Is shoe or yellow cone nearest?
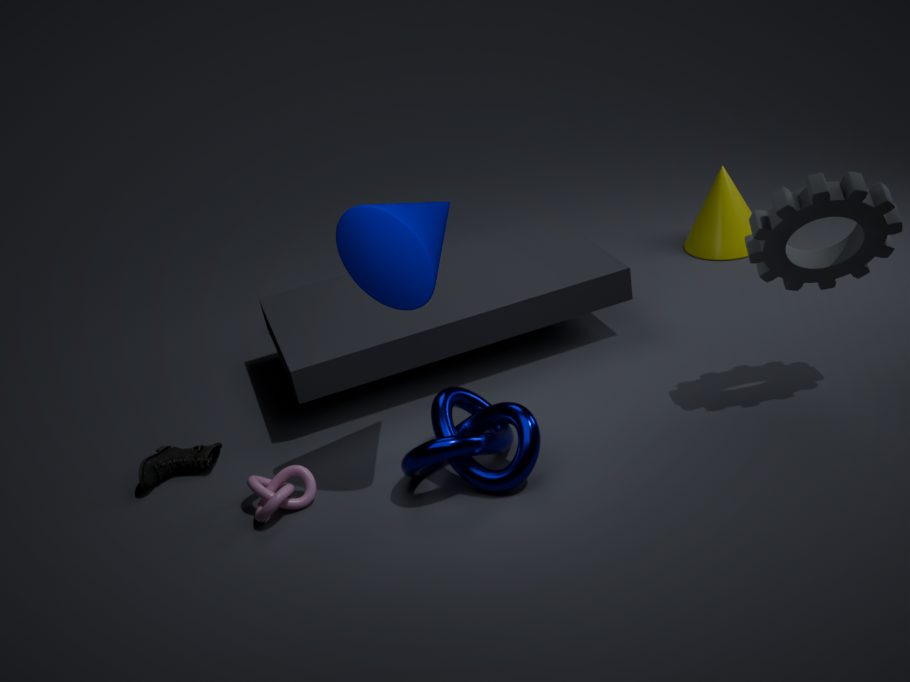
shoe
